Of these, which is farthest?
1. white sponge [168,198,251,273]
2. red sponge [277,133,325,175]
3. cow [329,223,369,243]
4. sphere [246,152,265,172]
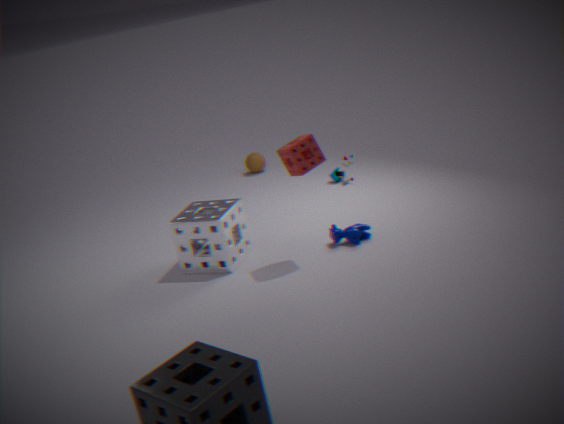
sphere [246,152,265,172]
